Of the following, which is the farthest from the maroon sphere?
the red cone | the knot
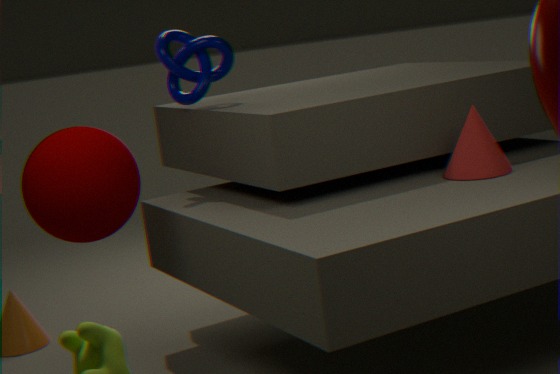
the red cone
